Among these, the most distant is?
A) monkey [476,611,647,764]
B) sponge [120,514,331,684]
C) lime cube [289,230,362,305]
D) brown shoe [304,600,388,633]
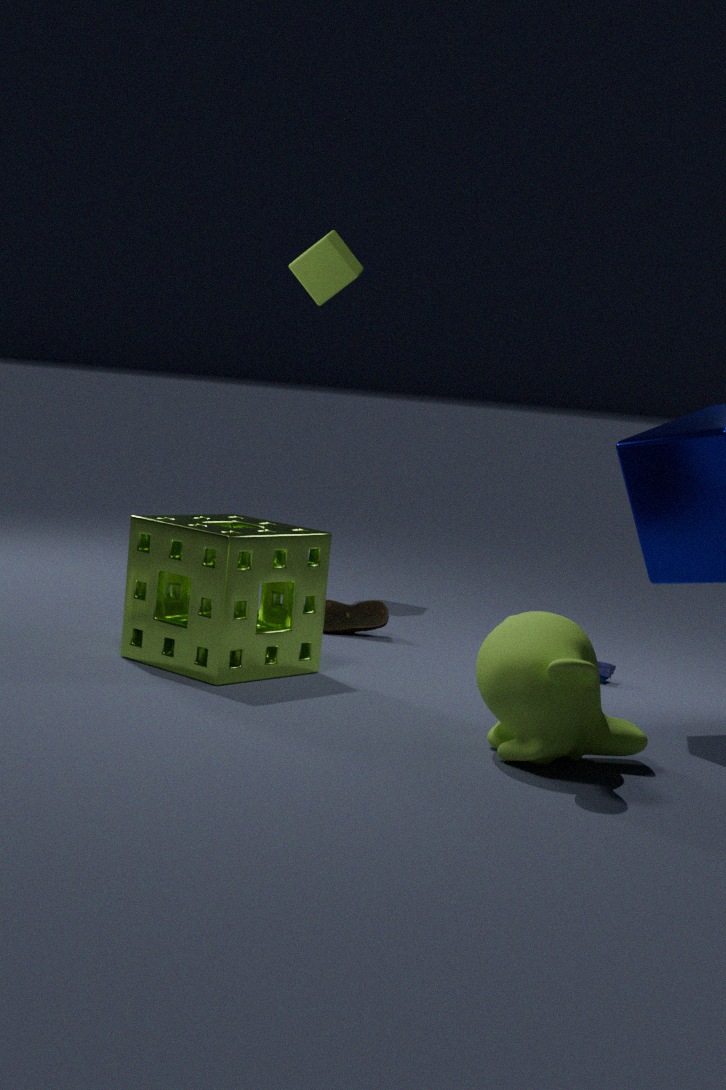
lime cube [289,230,362,305]
